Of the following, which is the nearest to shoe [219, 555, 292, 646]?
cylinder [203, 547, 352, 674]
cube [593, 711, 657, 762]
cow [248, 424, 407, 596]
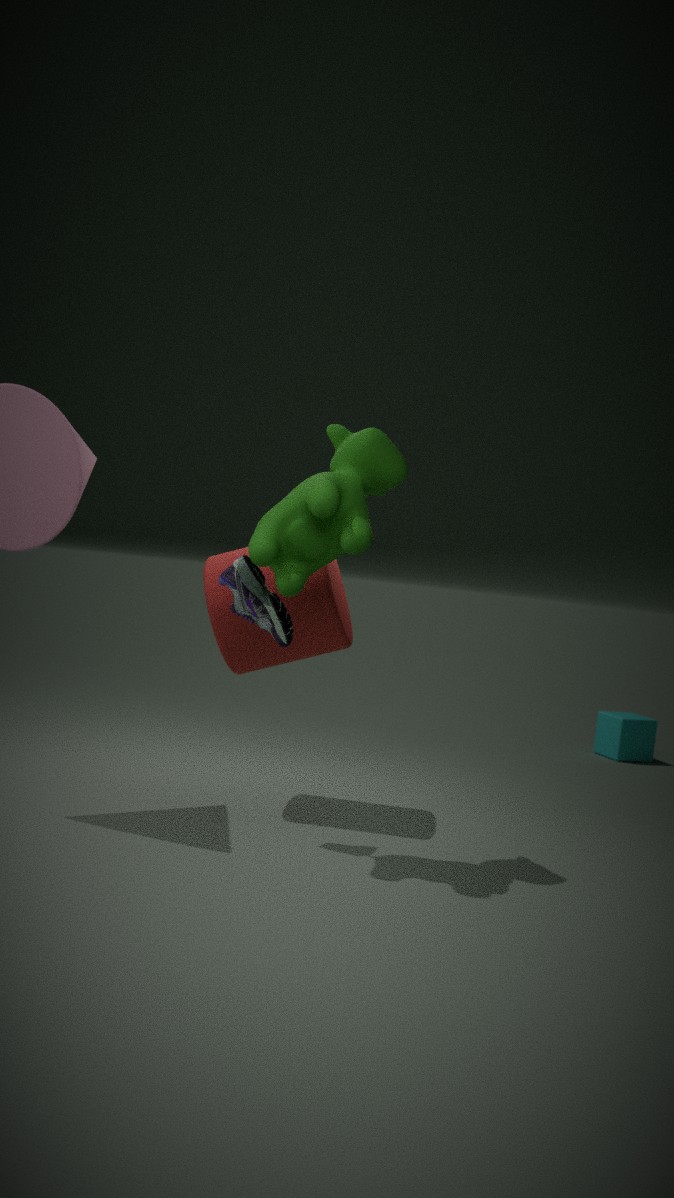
cow [248, 424, 407, 596]
